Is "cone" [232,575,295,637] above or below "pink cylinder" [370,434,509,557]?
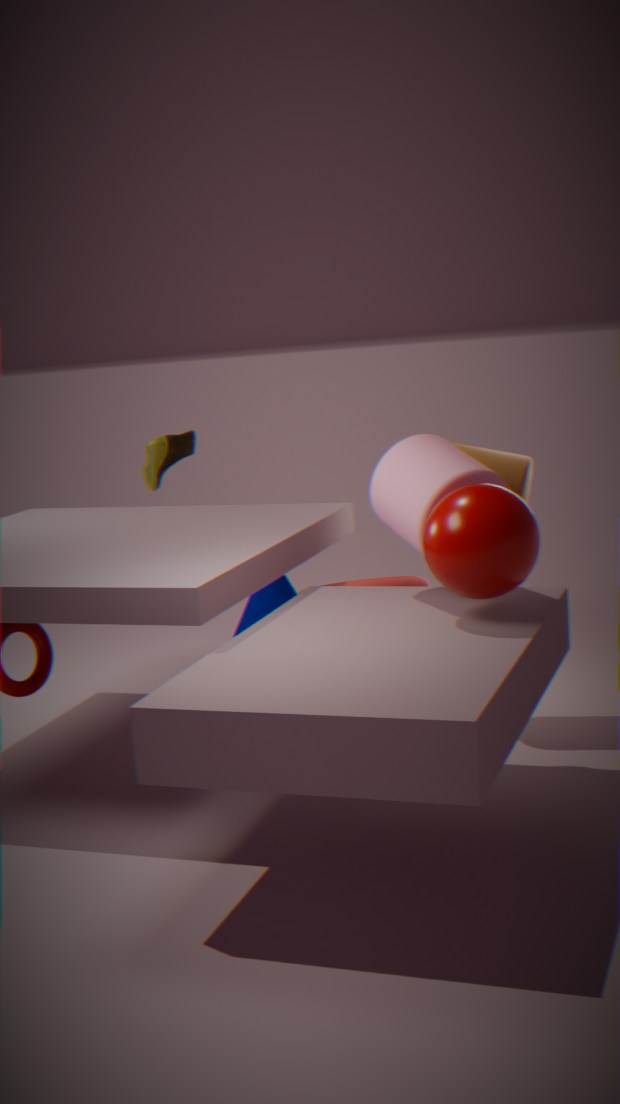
below
